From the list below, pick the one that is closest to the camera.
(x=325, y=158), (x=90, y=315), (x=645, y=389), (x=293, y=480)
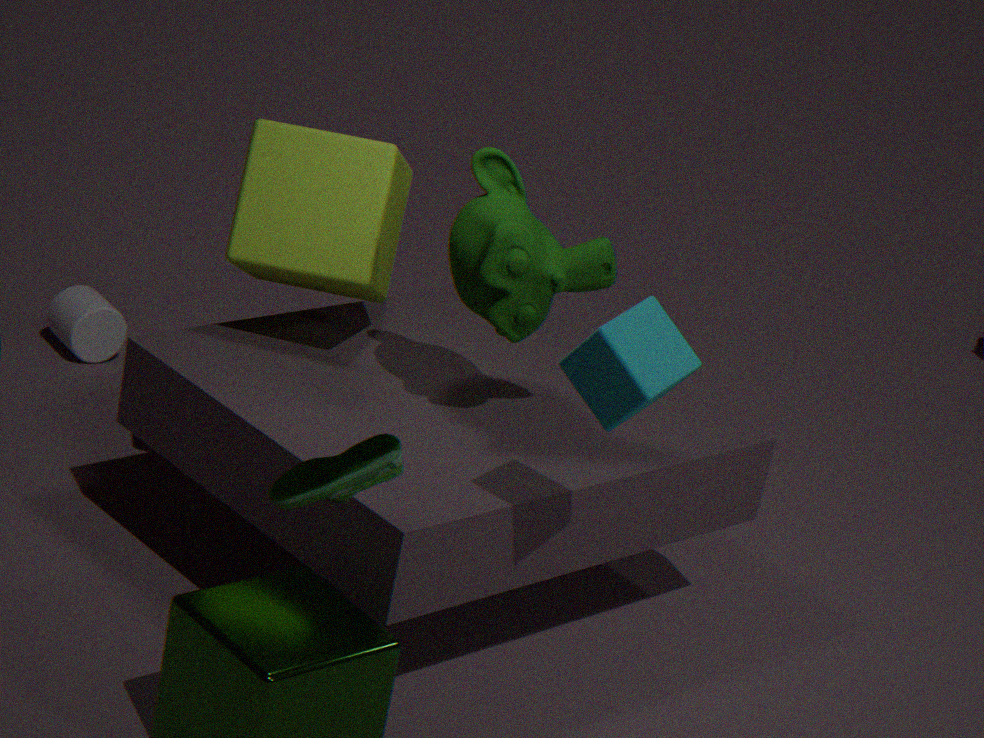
(x=293, y=480)
